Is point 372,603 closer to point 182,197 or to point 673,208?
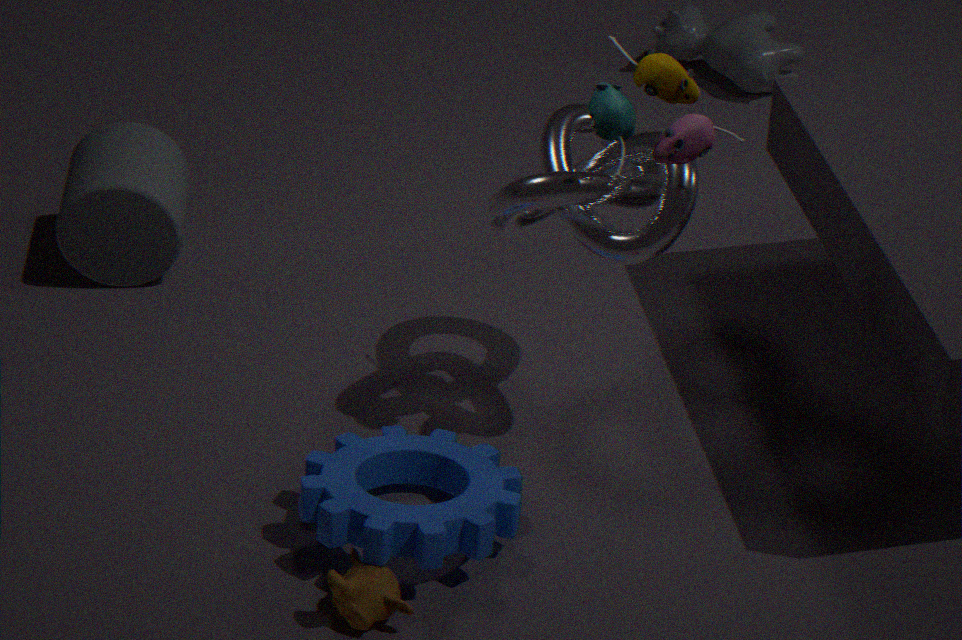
point 673,208
